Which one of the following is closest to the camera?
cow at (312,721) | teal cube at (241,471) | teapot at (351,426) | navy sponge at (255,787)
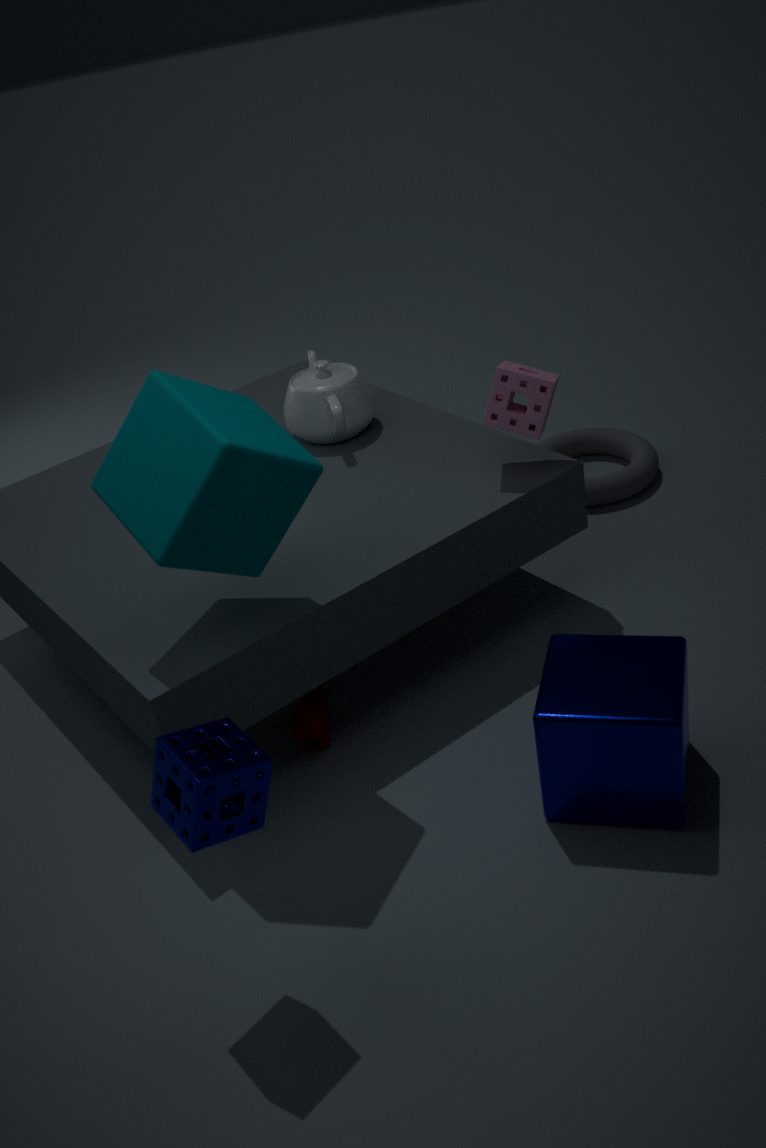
navy sponge at (255,787)
